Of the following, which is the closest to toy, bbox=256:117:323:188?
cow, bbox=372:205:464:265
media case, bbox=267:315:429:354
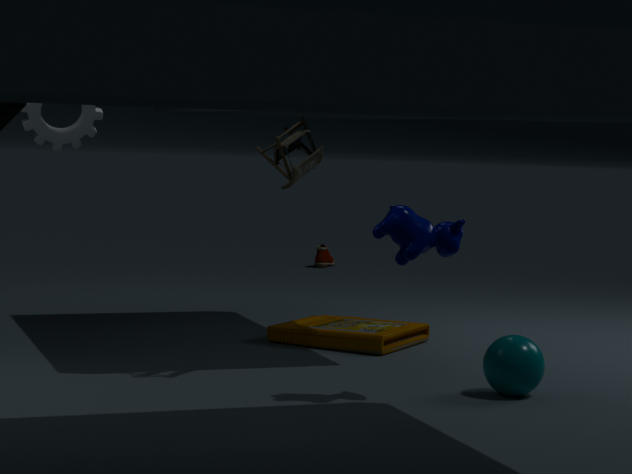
cow, bbox=372:205:464:265
